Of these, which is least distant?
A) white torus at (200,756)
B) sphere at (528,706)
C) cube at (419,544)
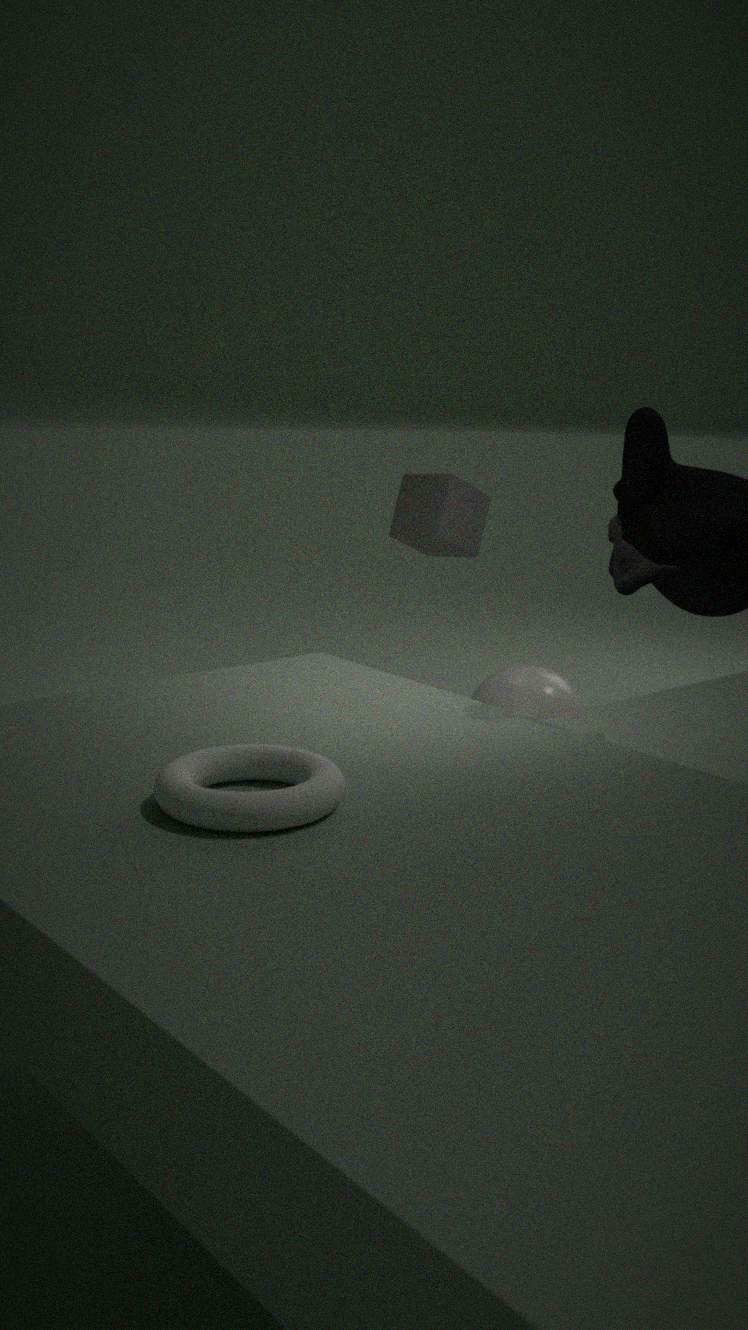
white torus at (200,756)
